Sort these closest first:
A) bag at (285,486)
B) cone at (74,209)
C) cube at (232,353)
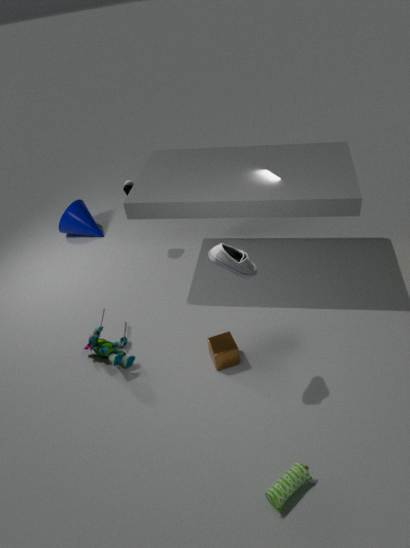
A. bag at (285,486) < C. cube at (232,353) < B. cone at (74,209)
